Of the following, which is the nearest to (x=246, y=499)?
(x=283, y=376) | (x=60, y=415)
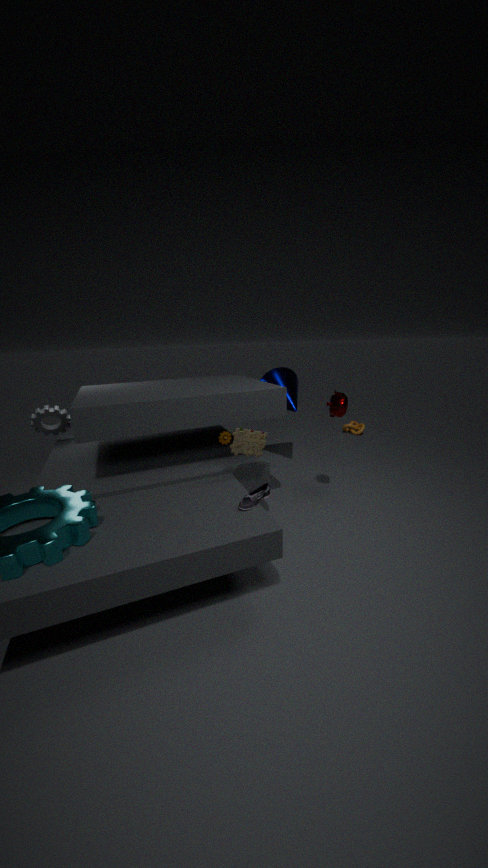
(x=283, y=376)
